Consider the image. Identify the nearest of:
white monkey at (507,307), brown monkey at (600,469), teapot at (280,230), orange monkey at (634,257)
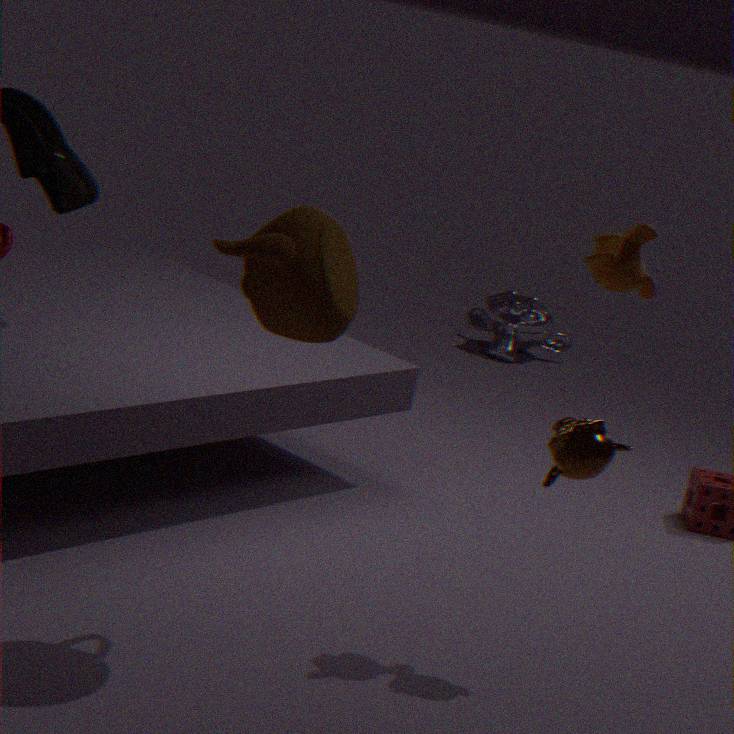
teapot at (280,230)
